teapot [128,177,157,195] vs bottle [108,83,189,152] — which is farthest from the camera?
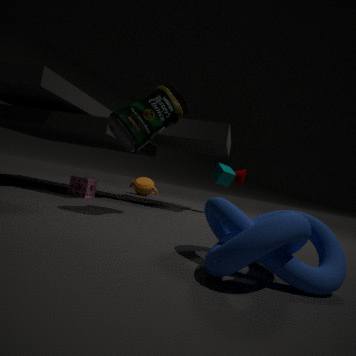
teapot [128,177,157,195]
